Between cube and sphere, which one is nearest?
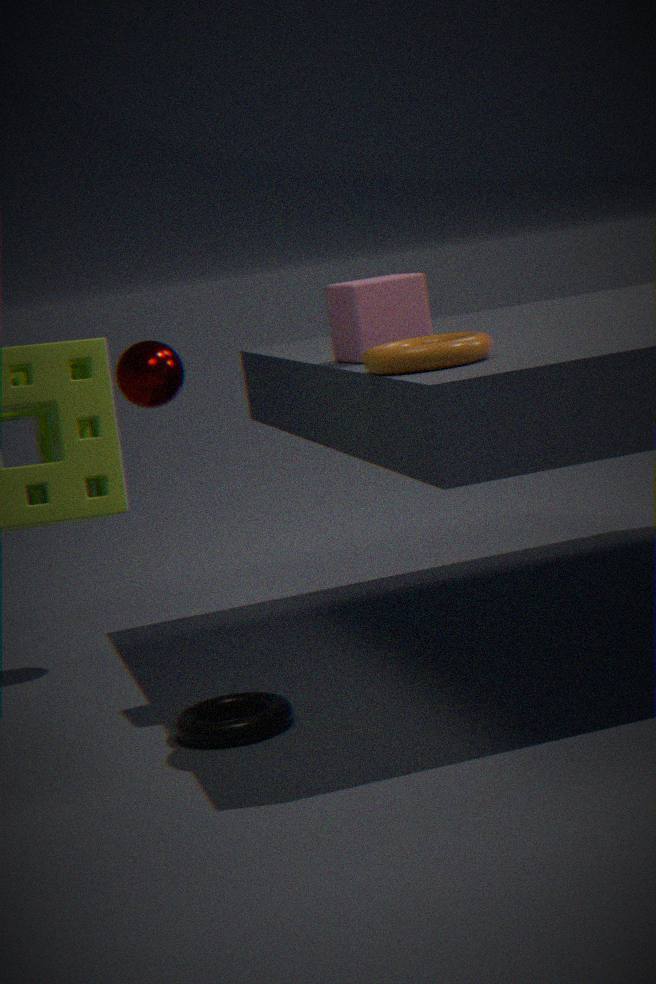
cube
